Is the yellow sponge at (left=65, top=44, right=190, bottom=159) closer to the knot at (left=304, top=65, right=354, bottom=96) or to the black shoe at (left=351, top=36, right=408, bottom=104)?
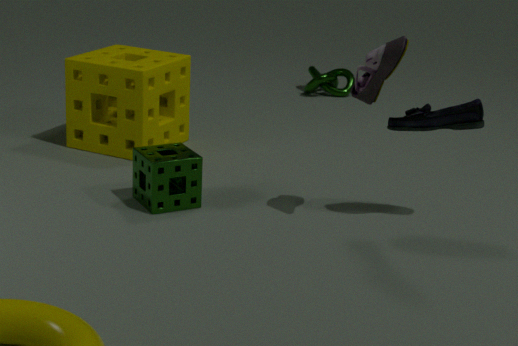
the black shoe at (left=351, top=36, right=408, bottom=104)
